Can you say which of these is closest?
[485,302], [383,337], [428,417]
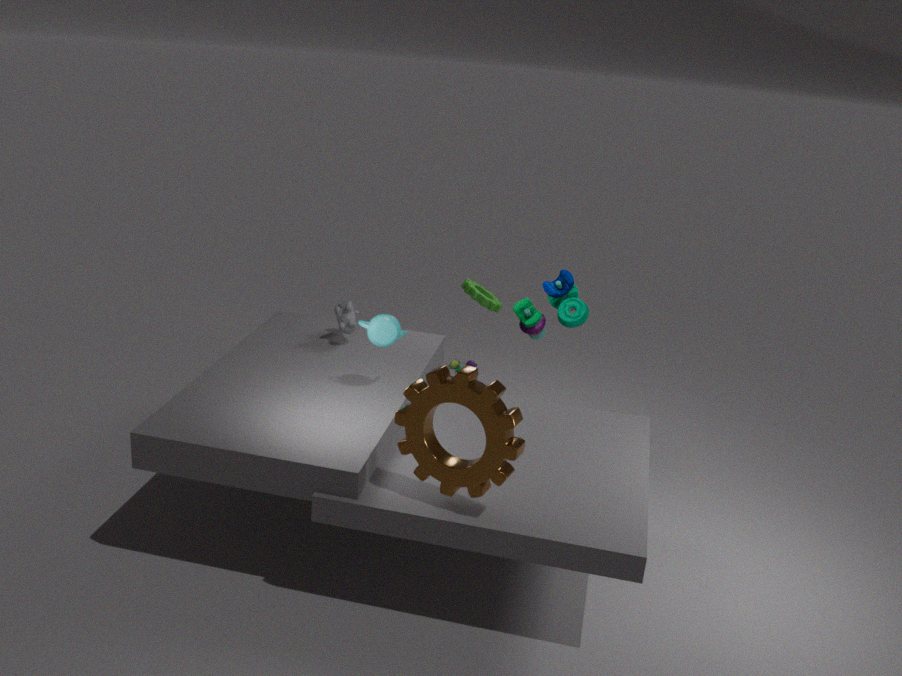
[428,417]
